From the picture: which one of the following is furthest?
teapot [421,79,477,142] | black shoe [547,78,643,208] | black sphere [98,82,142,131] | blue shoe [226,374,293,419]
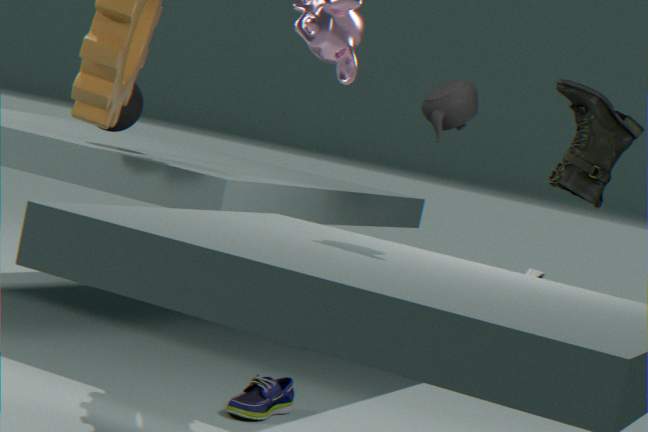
black shoe [547,78,643,208]
